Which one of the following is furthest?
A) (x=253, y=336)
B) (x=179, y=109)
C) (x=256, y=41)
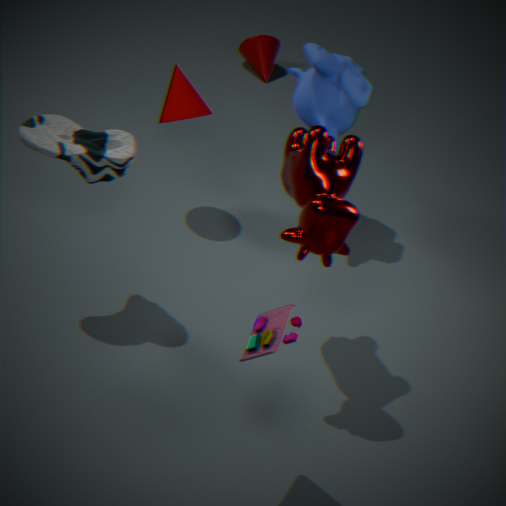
(x=256, y=41)
